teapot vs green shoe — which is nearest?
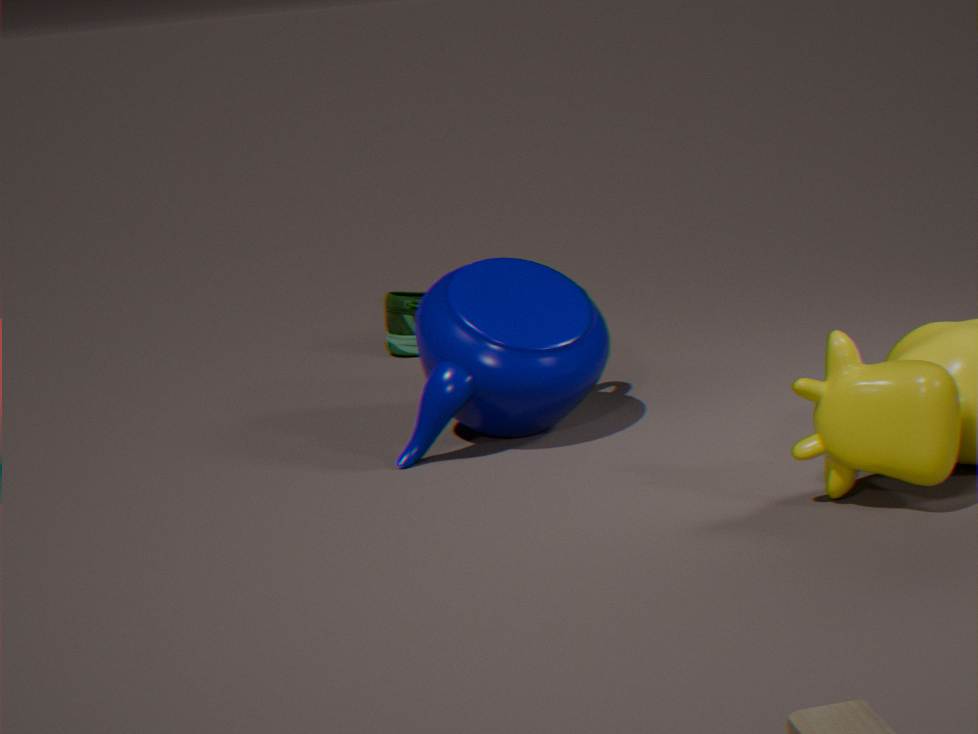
teapot
